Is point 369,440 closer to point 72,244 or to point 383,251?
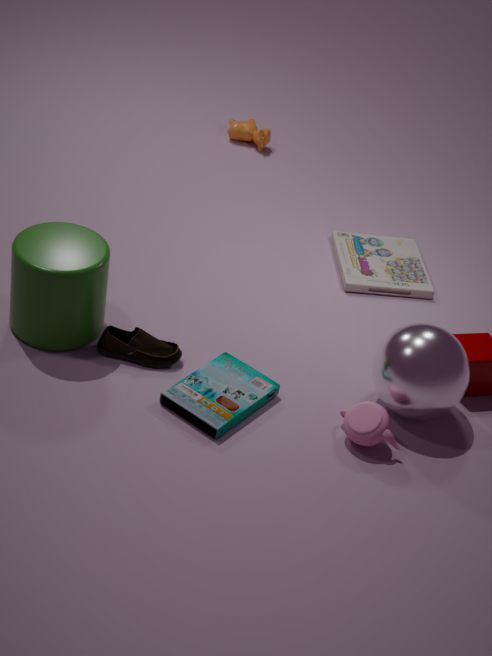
point 383,251
